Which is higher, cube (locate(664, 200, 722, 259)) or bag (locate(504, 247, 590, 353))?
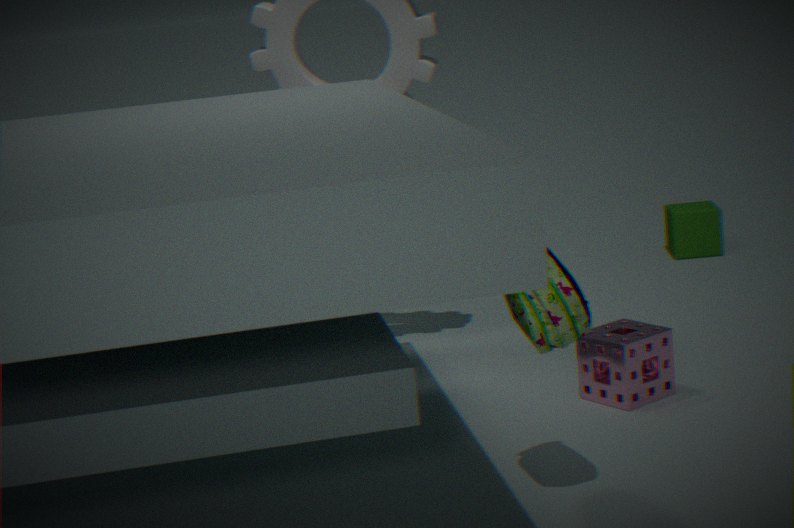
bag (locate(504, 247, 590, 353))
